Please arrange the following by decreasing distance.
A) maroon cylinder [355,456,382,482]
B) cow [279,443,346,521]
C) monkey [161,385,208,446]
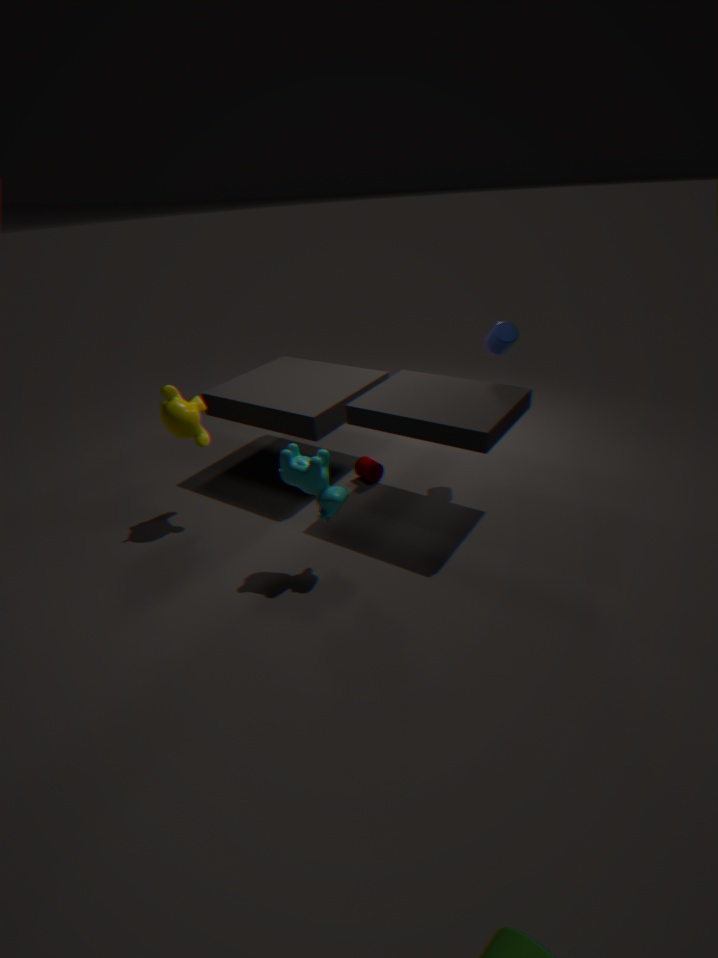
maroon cylinder [355,456,382,482] → monkey [161,385,208,446] → cow [279,443,346,521]
